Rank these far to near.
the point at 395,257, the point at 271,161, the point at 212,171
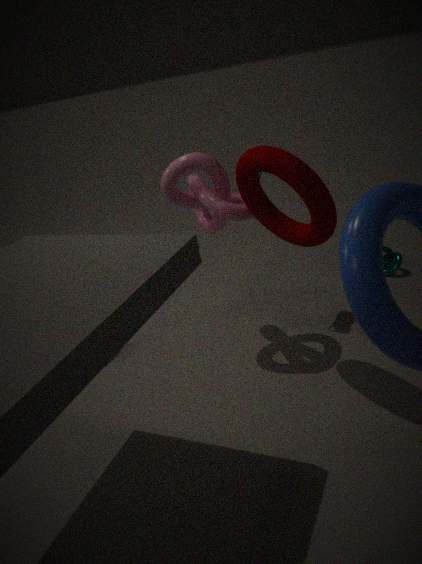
the point at 395,257, the point at 212,171, the point at 271,161
